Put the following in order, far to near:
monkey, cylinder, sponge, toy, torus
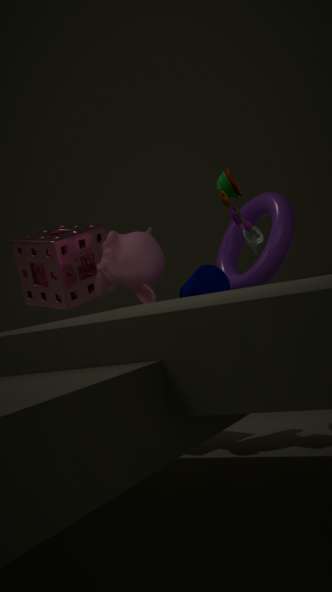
sponge, monkey, cylinder, torus, toy
